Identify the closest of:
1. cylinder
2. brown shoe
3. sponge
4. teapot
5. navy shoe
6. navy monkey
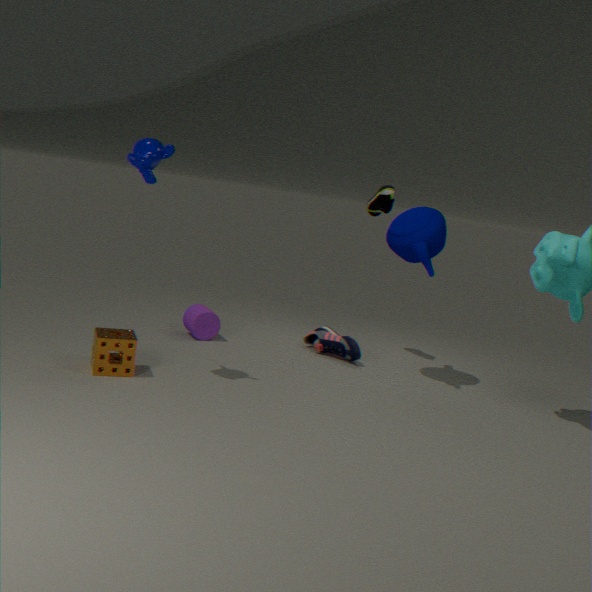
navy monkey
